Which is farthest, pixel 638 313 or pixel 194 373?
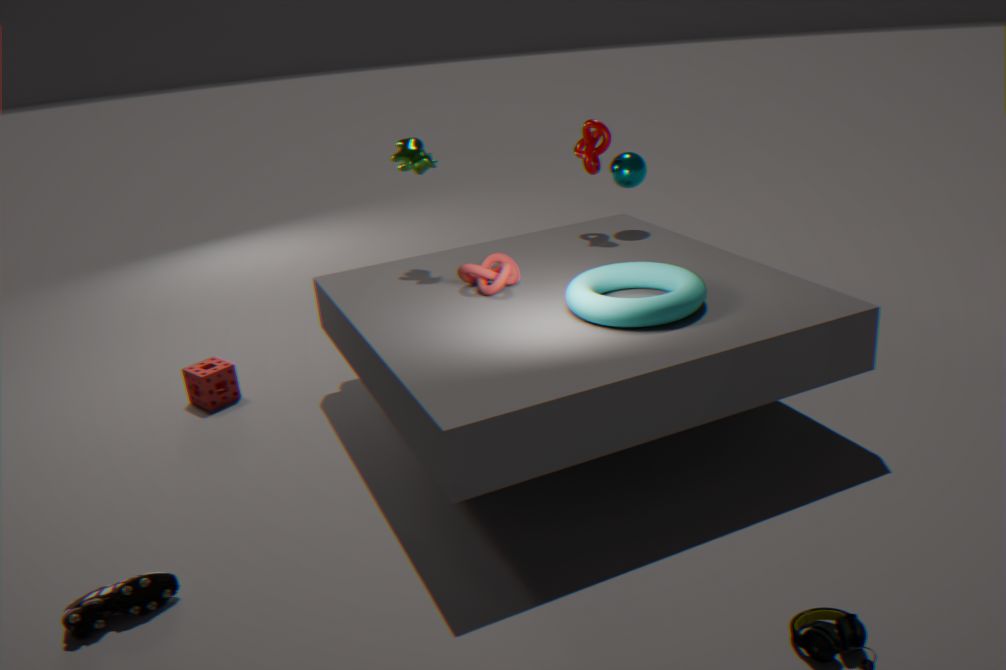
pixel 194 373
